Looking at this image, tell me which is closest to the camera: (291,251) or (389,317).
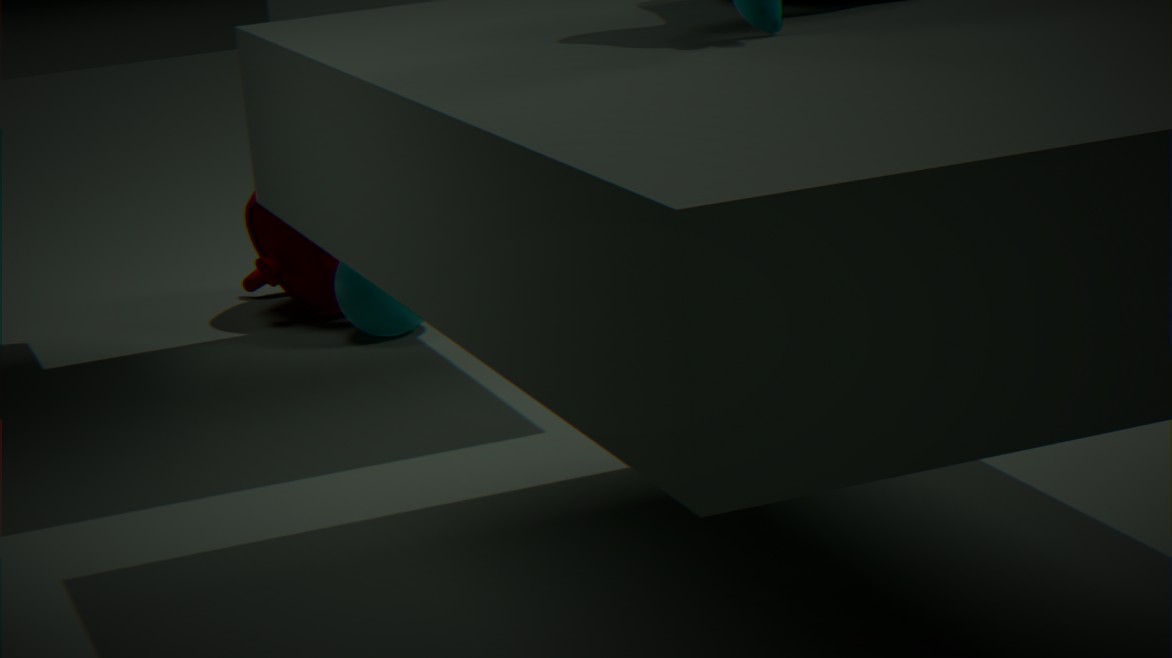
(389,317)
